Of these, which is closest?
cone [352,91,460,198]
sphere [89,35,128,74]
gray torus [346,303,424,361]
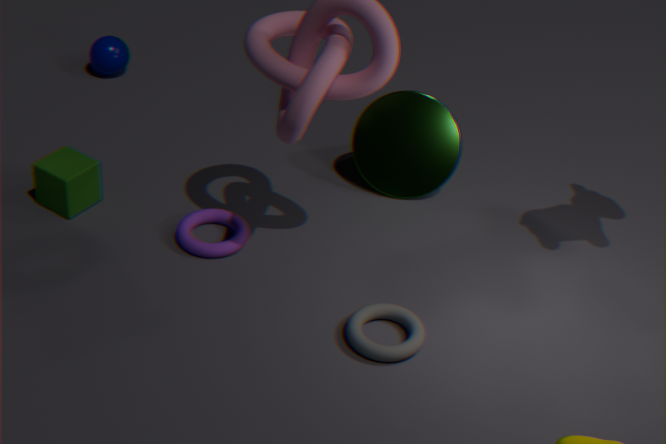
gray torus [346,303,424,361]
